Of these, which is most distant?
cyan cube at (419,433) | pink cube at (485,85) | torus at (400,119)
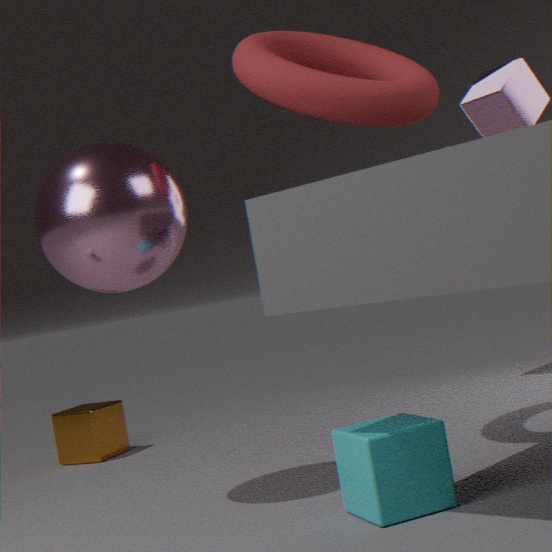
pink cube at (485,85)
